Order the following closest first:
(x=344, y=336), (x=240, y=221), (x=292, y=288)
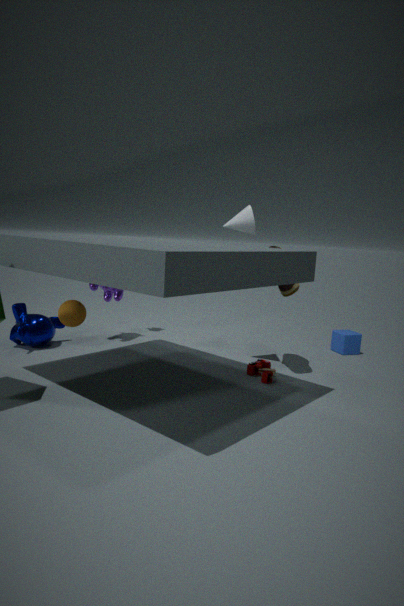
(x=292, y=288) → (x=240, y=221) → (x=344, y=336)
